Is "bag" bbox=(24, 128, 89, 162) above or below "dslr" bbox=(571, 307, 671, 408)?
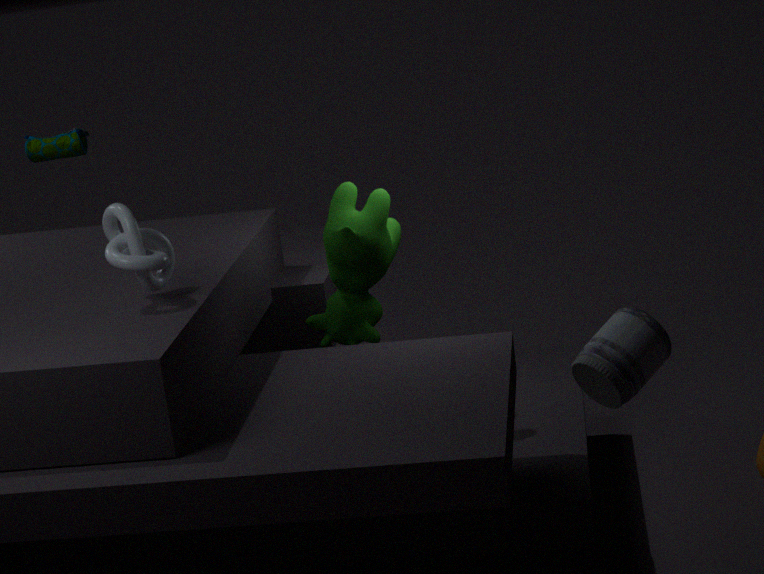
above
